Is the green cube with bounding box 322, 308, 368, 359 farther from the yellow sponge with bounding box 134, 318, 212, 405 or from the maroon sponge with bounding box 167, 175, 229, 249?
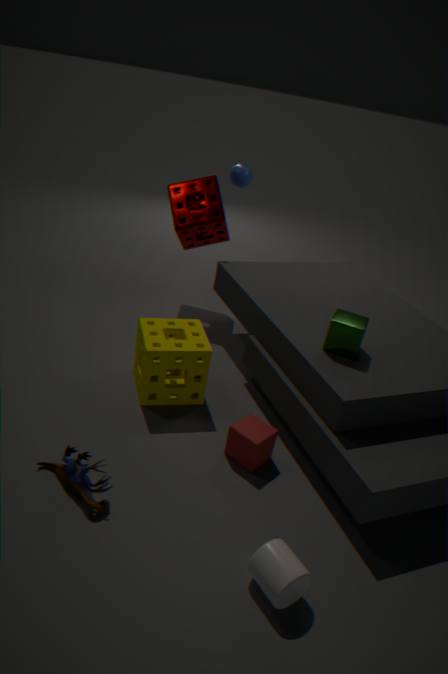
the maroon sponge with bounding box 167, 175, 229, 249
